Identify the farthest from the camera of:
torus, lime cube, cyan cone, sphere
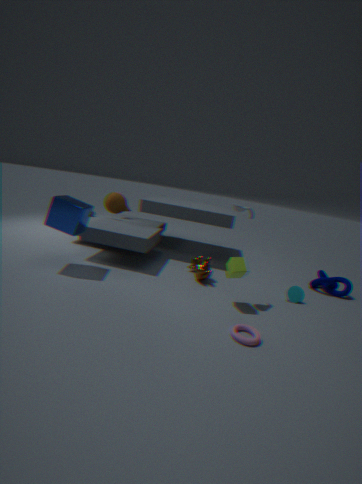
sphere
